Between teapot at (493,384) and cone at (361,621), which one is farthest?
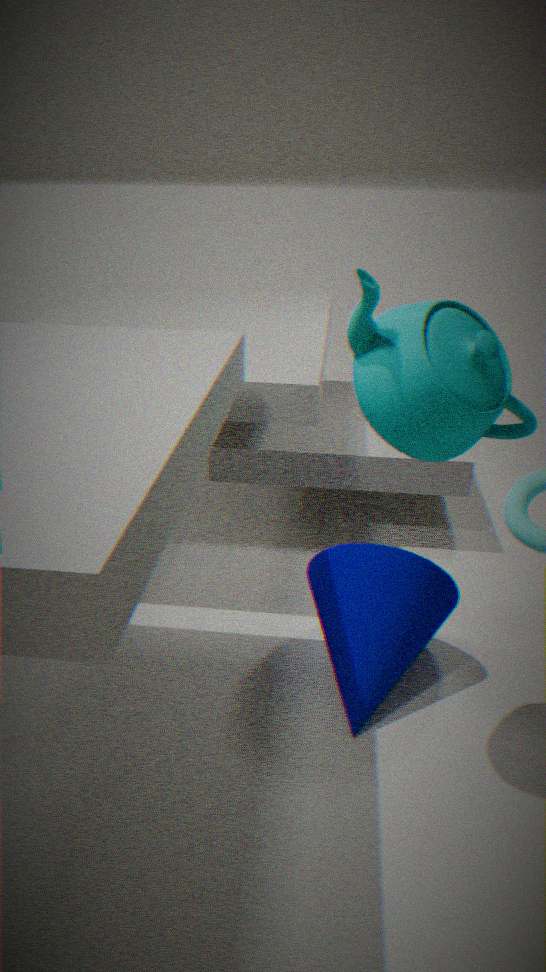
cone at (361,621)
